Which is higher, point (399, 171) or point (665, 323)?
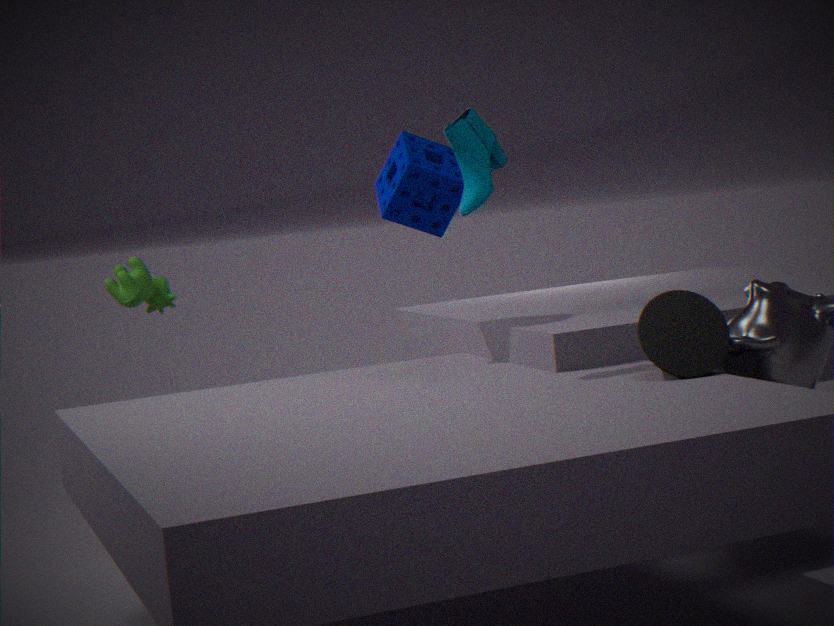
point (399, 171)
